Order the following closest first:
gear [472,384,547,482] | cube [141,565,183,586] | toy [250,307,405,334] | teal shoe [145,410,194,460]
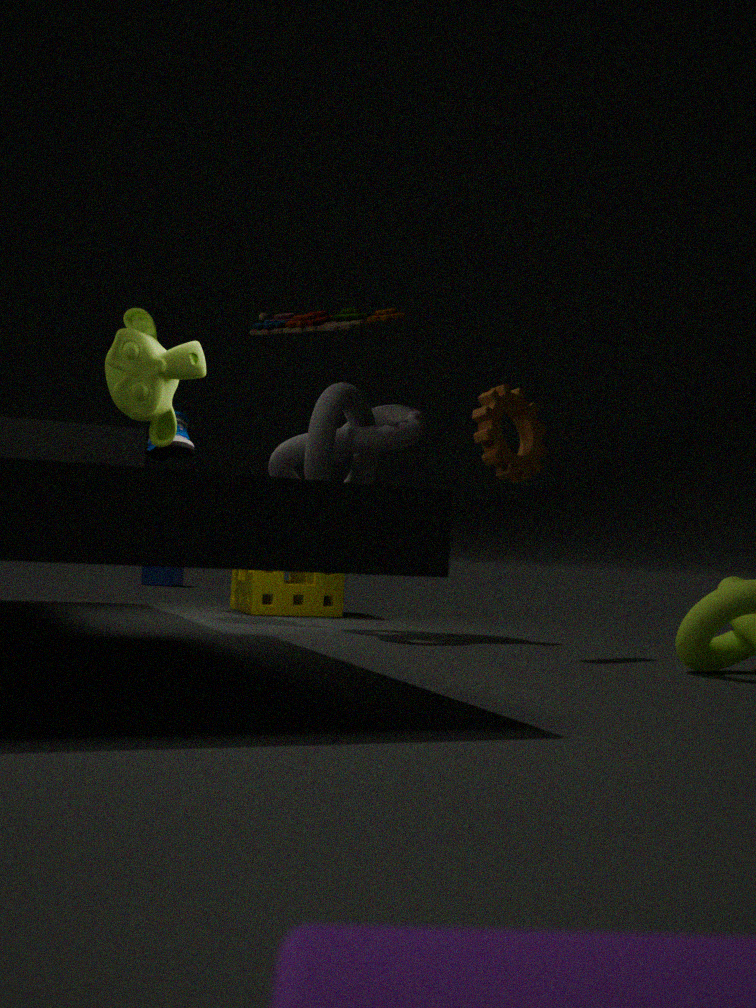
gear [472,384,547,482]
toy [250,307,405,334]
teal shoe [145,410,194,460]
cube [141,565,183,586]
